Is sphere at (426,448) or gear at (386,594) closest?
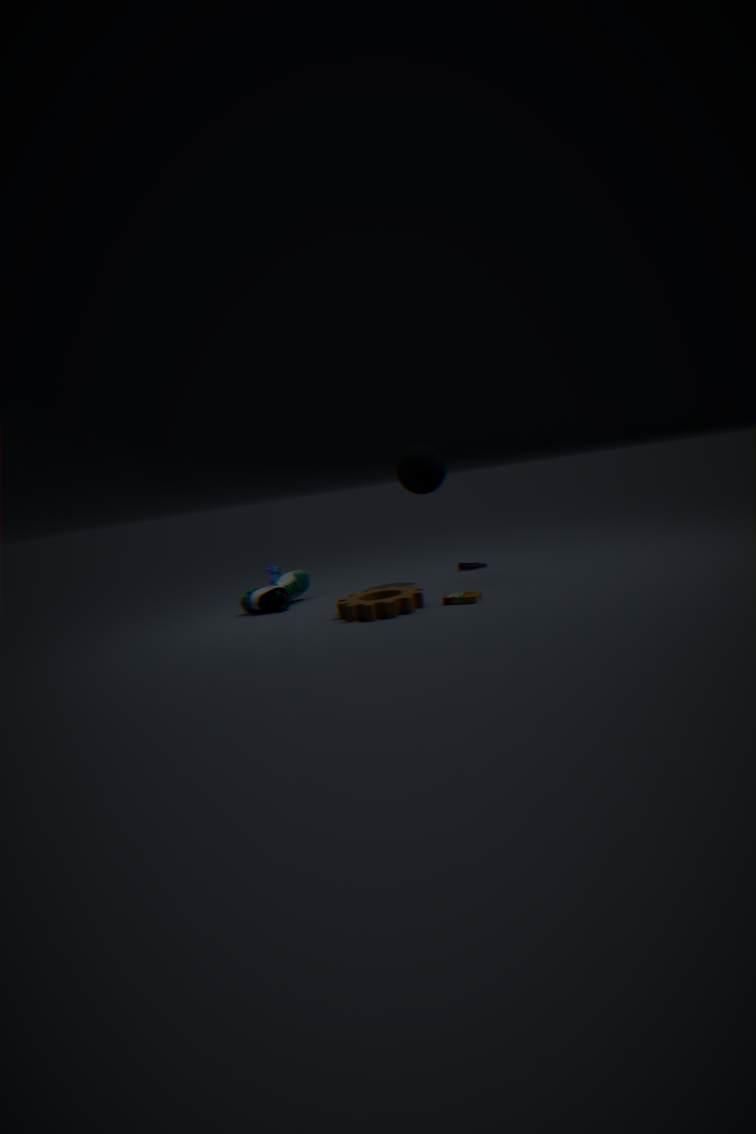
gear at (386,594)
